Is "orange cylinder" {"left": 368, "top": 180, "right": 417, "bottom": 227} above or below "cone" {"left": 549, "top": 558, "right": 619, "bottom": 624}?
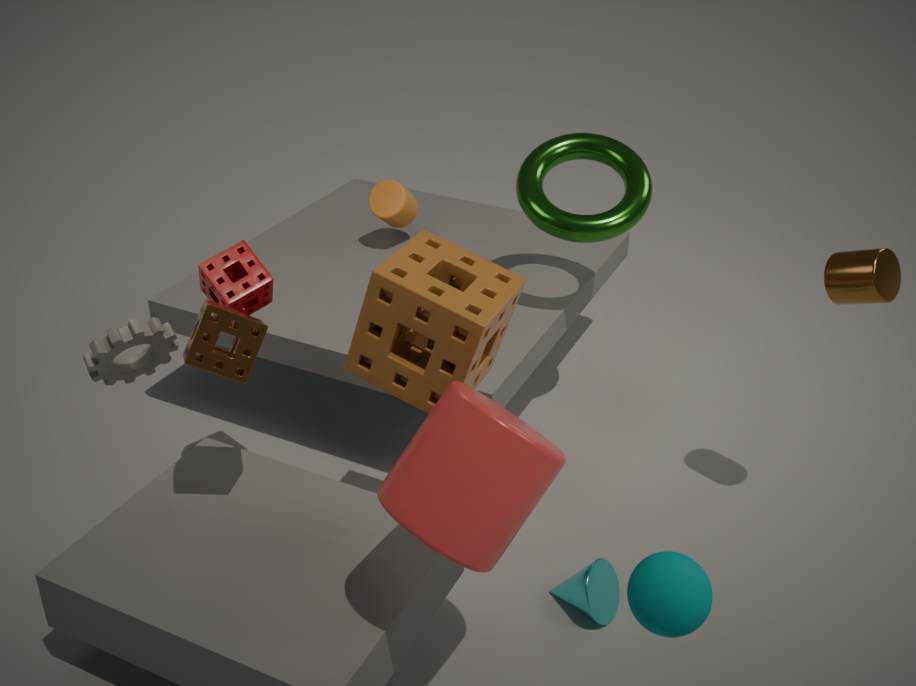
above
